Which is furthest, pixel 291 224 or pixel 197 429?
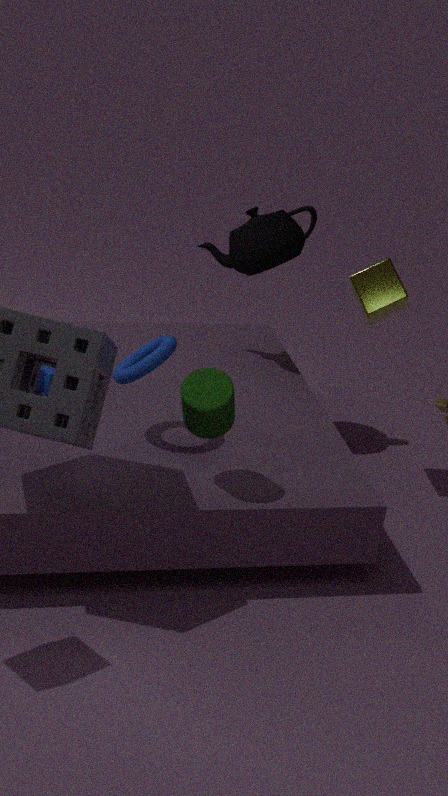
pixel 291 224
